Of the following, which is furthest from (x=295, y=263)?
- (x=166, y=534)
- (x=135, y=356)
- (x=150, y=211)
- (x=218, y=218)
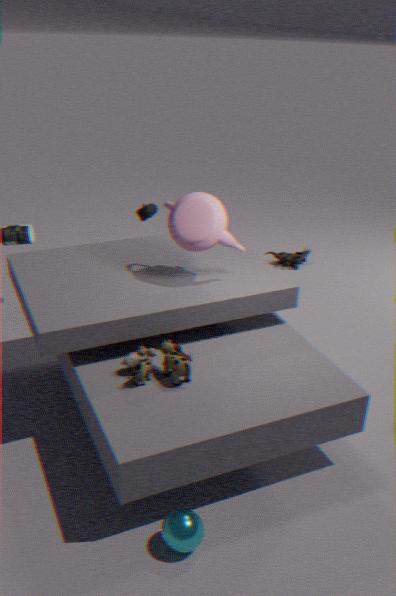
(x=166, y=534)
